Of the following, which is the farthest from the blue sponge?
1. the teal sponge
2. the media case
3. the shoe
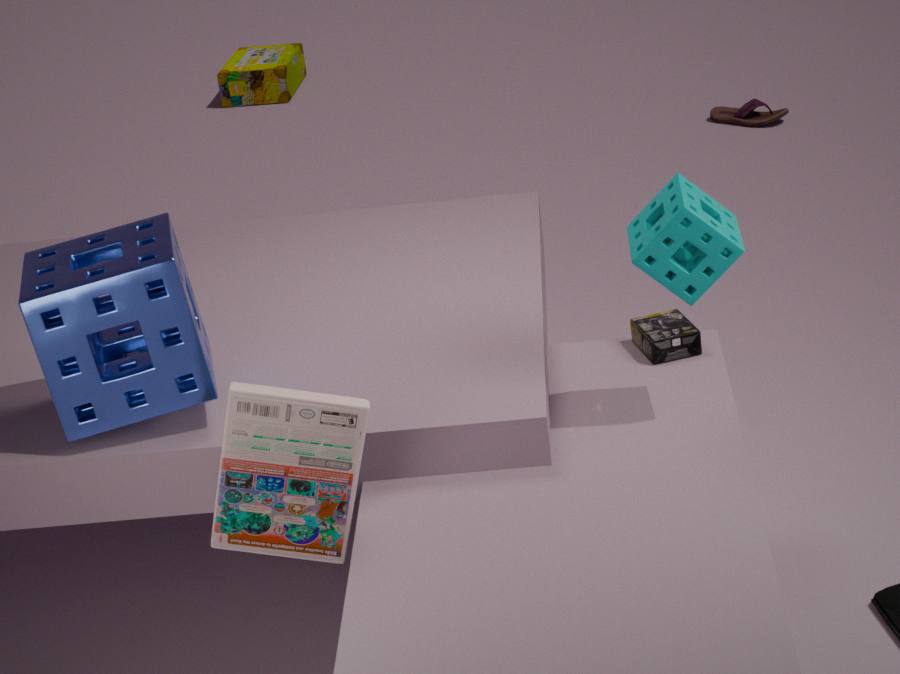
the shoe
